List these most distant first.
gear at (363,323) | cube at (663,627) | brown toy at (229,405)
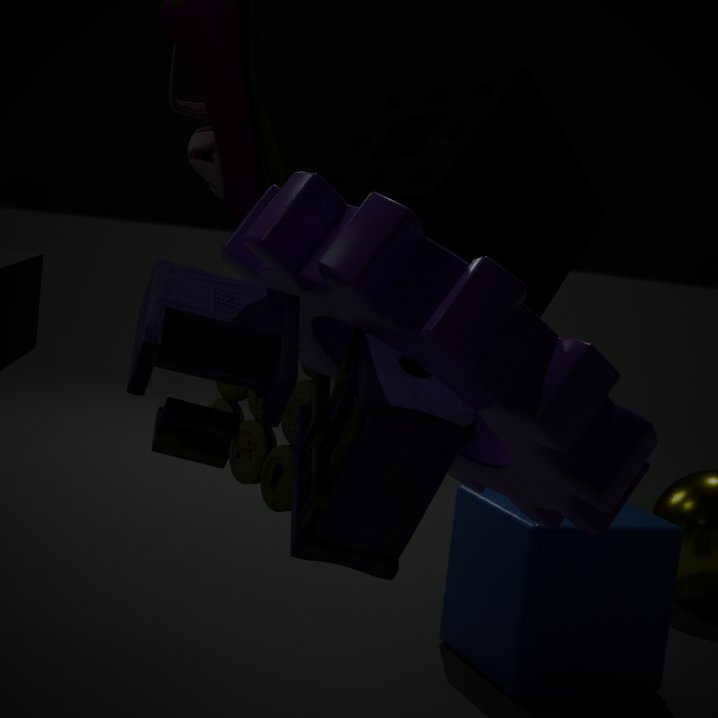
cube at (663,627), brown toy at (229,405), gear at (363,323)
